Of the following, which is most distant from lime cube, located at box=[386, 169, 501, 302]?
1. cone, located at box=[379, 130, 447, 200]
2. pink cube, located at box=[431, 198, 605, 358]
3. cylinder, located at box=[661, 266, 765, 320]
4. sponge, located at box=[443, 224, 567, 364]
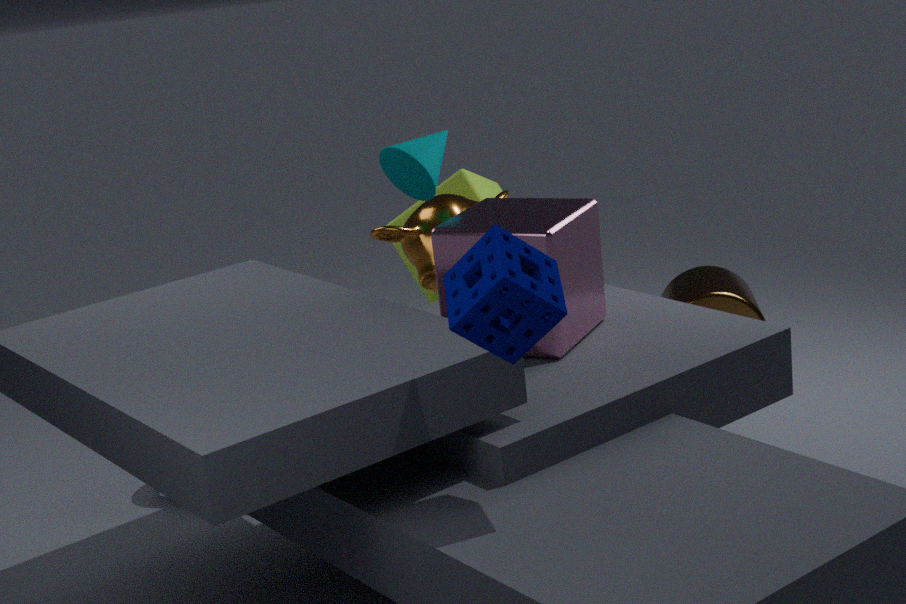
sponge, located at box=[443, 224, 567, 364]
